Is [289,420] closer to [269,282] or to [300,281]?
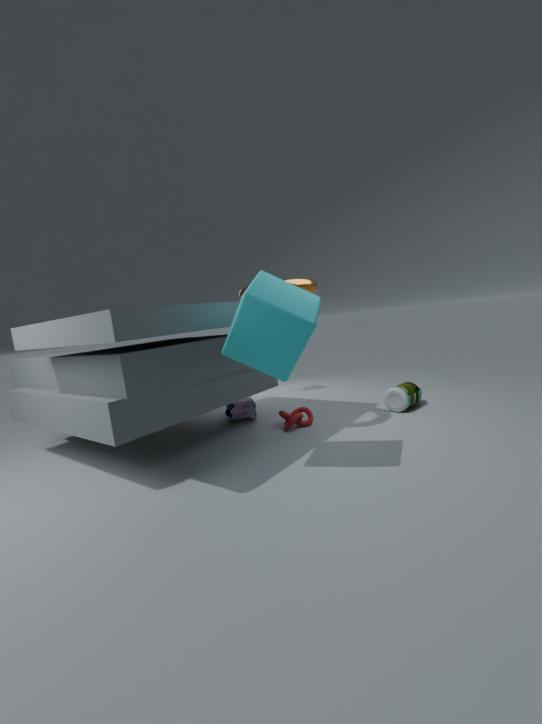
[300,281]
